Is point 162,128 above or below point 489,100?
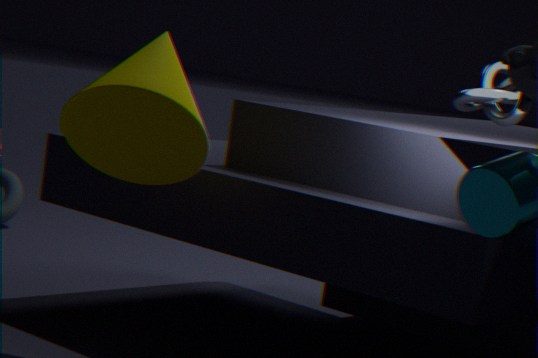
below
